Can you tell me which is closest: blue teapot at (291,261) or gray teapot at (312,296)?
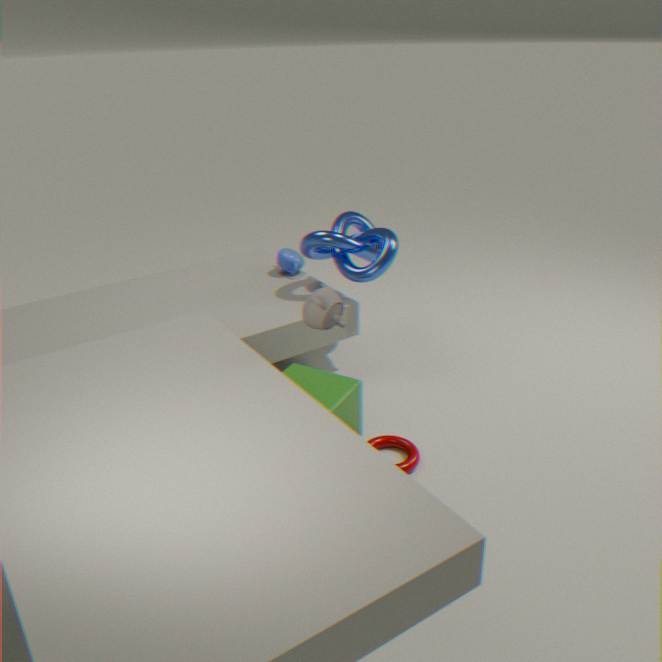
gray teapot at (312,296)
